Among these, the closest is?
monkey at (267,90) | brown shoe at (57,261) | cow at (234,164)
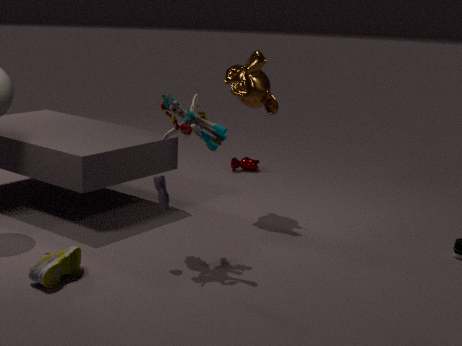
brown shoe at (57,261)
